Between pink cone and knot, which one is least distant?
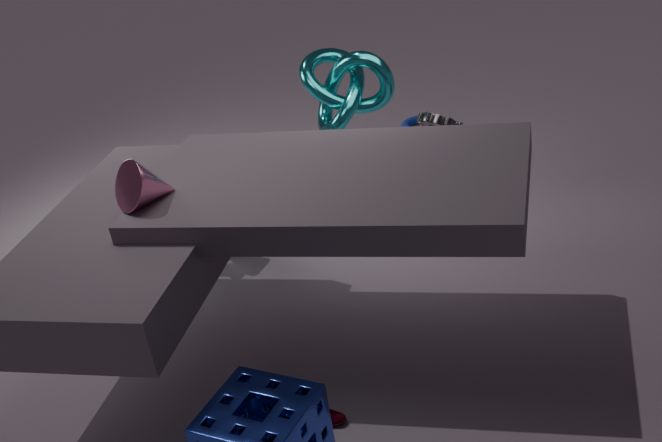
pink cone
